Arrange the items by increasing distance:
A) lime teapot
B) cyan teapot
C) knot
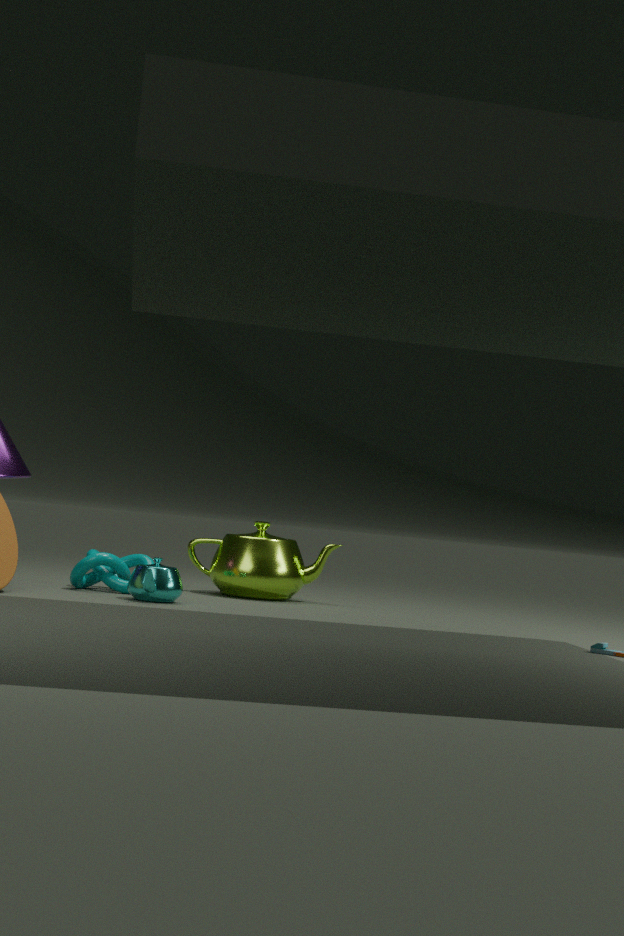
cyan teapot → knot → lime teapot
